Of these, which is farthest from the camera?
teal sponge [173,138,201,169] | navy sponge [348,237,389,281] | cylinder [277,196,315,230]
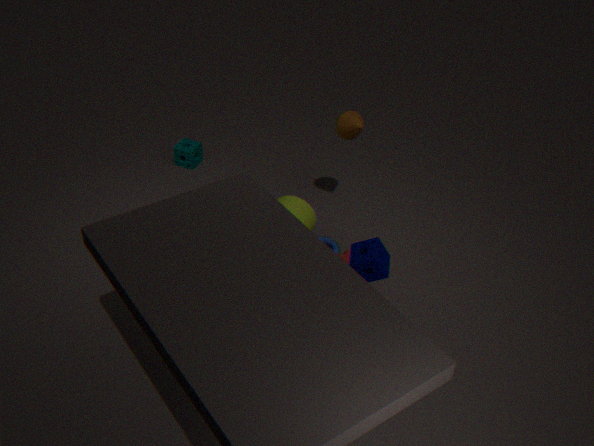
teal sponge [173,138,201,169]
